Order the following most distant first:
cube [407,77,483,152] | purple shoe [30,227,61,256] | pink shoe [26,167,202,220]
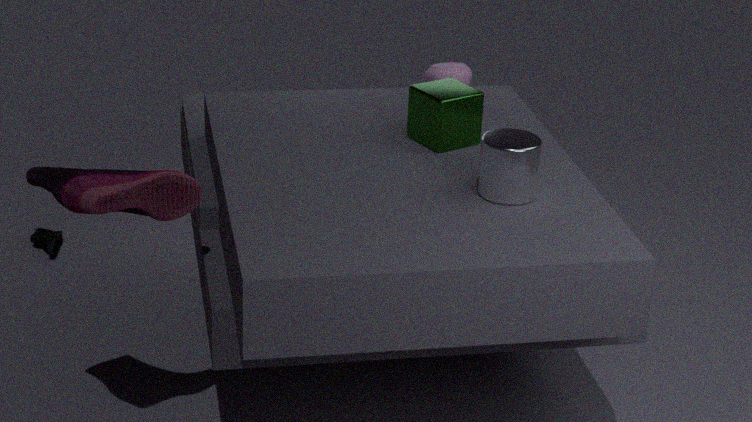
1. purple shoe [30,227,61,256]
2. cube [407,77,483,152]
3. pink shoe [26,167,202,220]
